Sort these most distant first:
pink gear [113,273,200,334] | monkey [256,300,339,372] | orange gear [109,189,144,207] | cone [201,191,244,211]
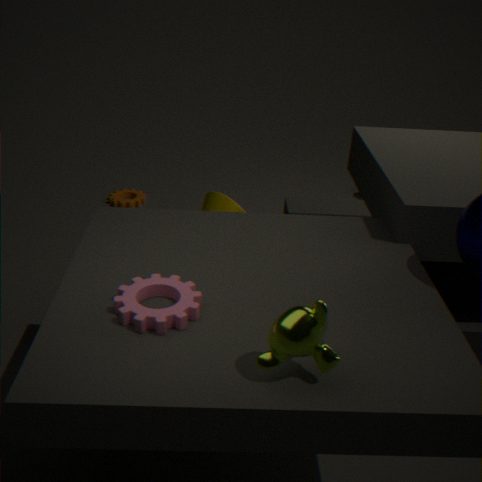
orange gear [109,189,144,207]
cone [201,191,244,211]
pink gear [113,273,200,334]
monkey [256,300,339,372]
